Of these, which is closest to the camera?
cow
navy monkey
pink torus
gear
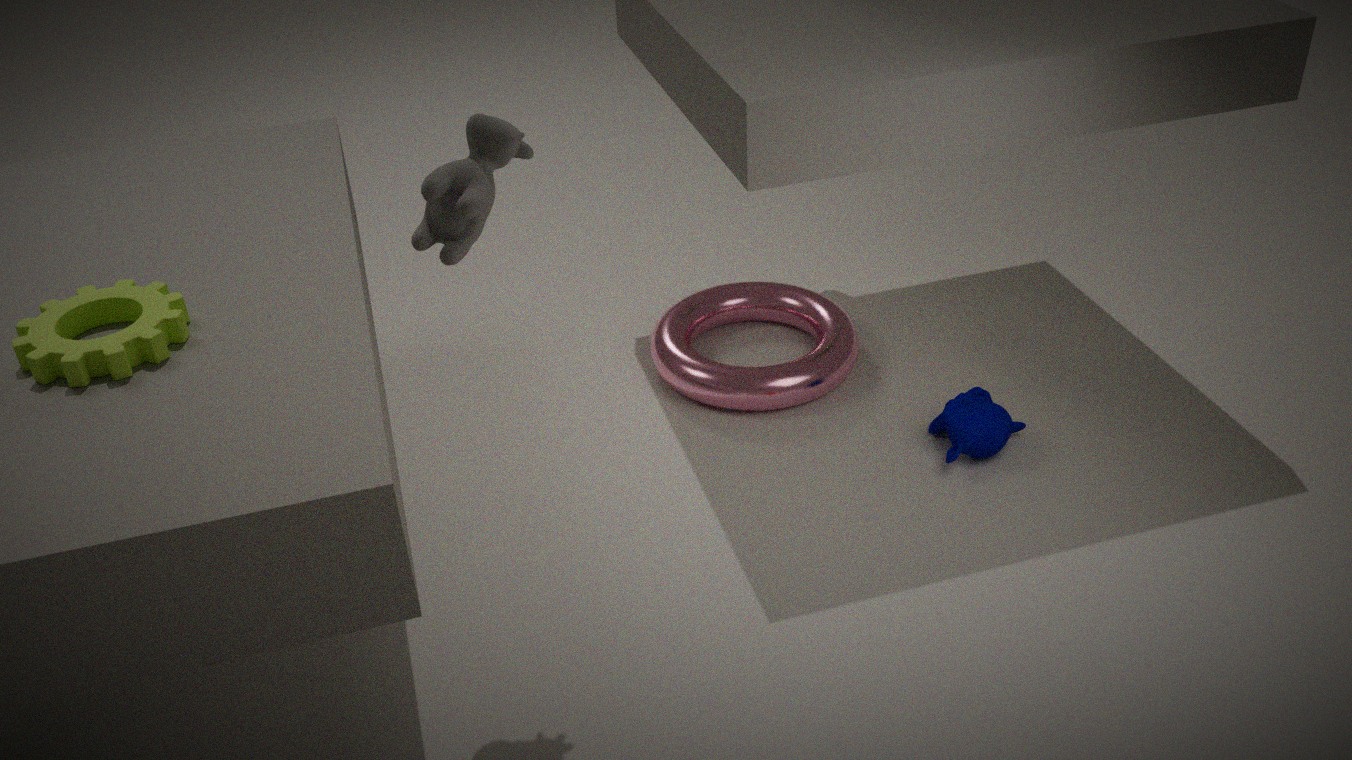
cow
